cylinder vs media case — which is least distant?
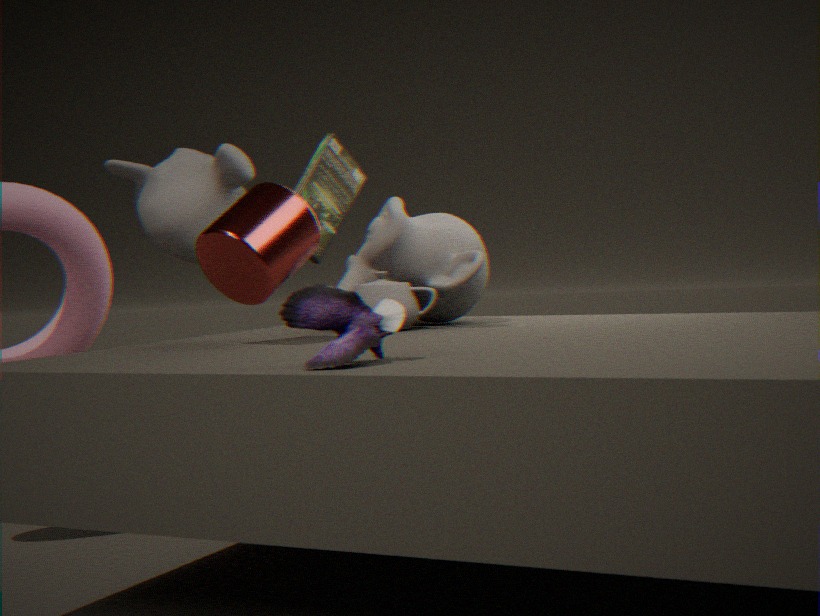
cylinder
